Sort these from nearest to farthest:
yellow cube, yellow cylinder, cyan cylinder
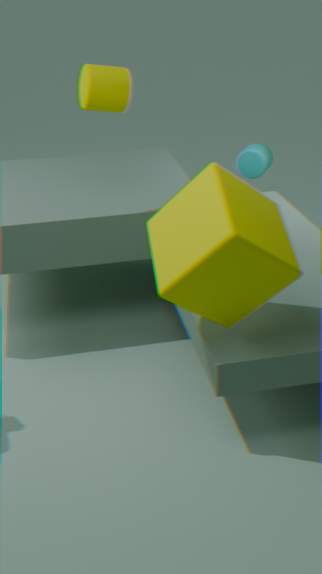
yellow cube
yellow cylinder
cyan cylinder
